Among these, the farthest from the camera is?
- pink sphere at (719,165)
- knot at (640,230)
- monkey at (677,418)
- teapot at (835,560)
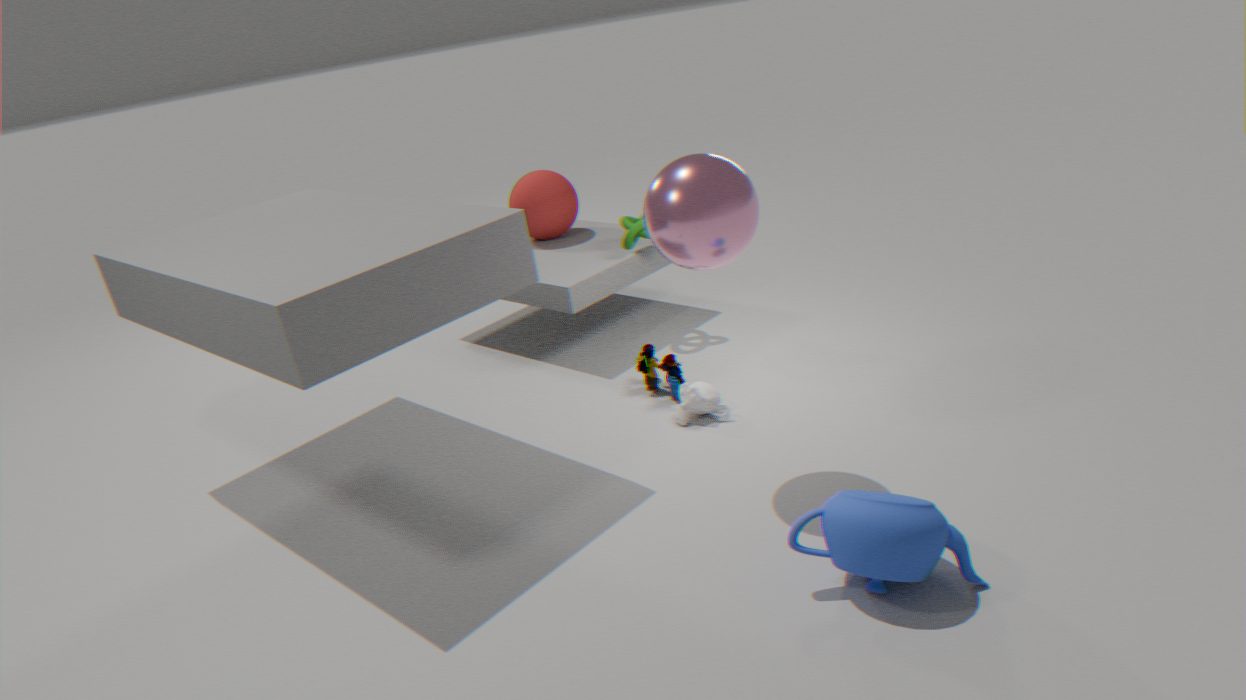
knot at (640,230)
